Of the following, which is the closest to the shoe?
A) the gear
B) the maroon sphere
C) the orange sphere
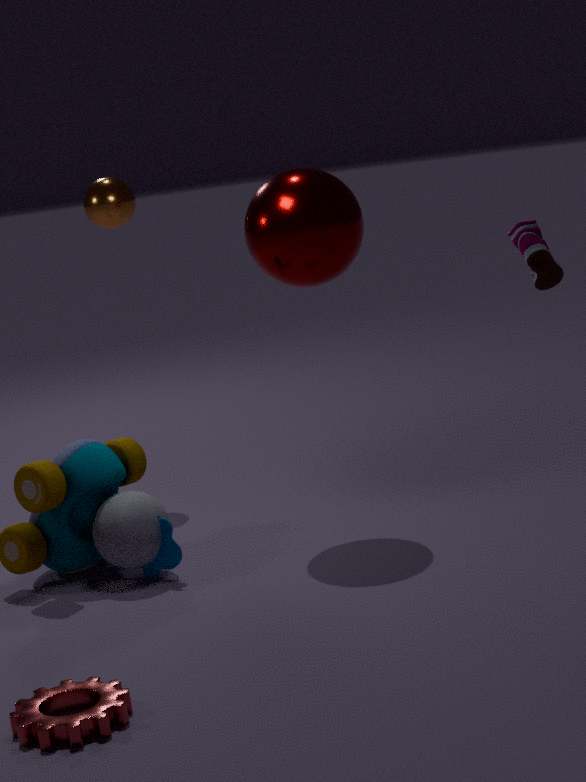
the maroon sphere
